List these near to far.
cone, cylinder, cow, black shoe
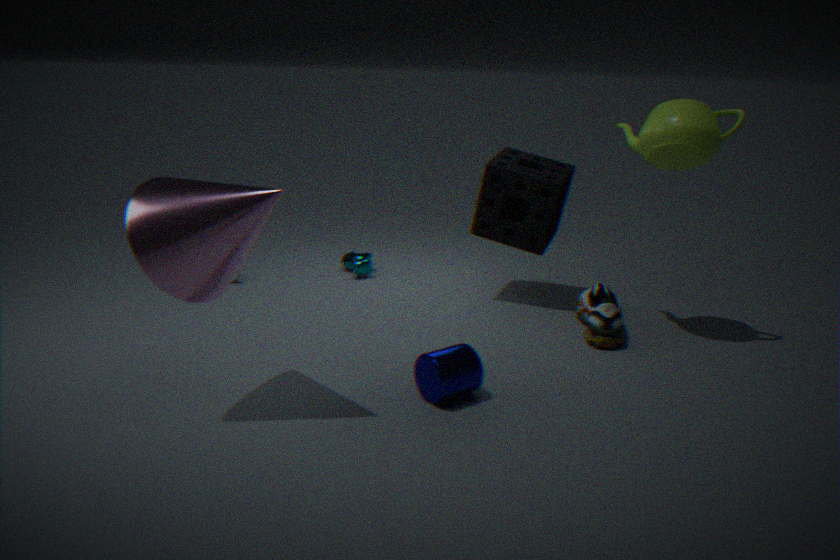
1. cone
2. cylinder
3. black shoe
4. cow
